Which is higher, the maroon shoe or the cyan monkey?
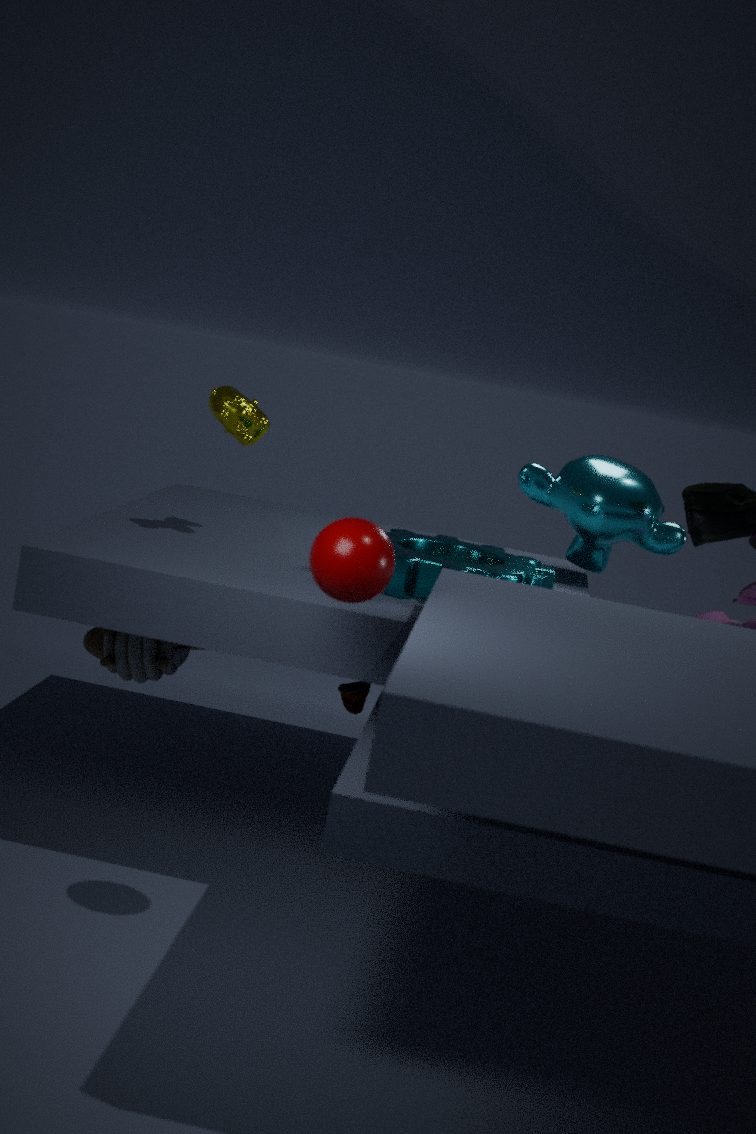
the cyan monkey
